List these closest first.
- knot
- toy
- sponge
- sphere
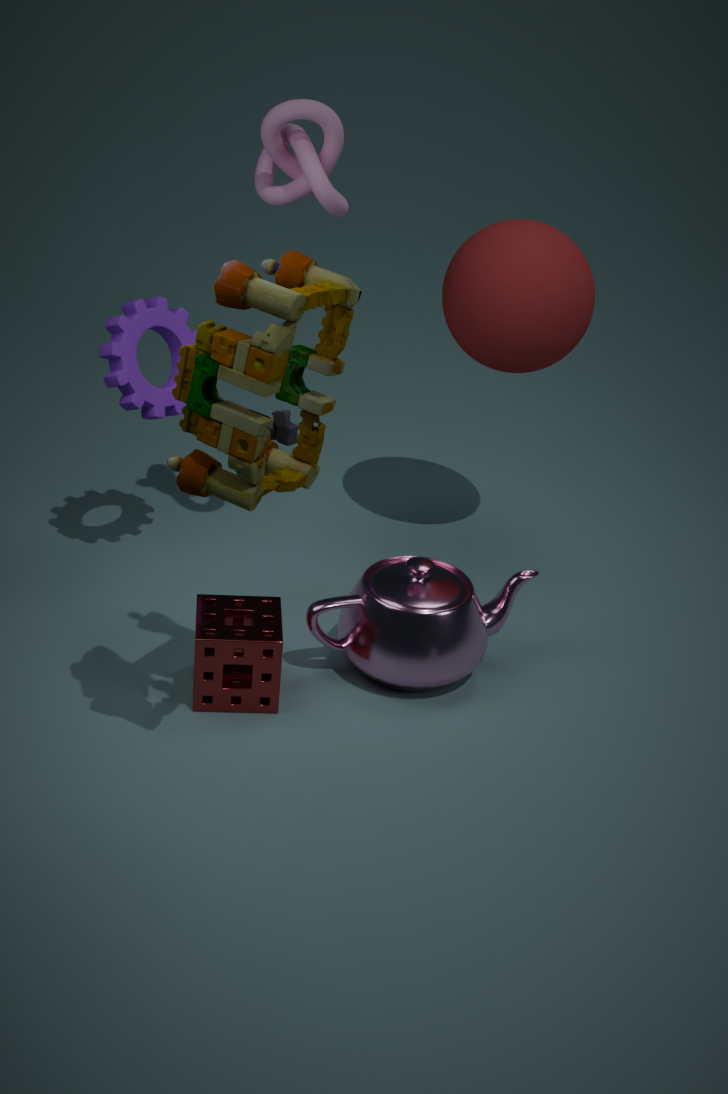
toy
sponge
knot
sphere
